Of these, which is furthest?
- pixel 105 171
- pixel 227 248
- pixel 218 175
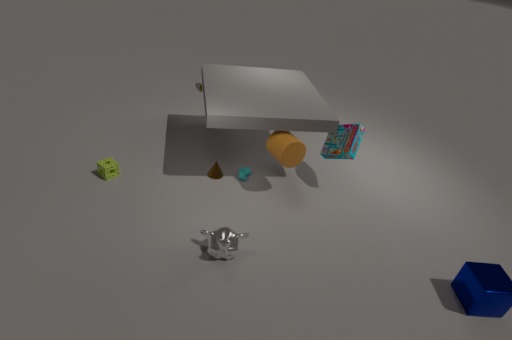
pixel 218 175
